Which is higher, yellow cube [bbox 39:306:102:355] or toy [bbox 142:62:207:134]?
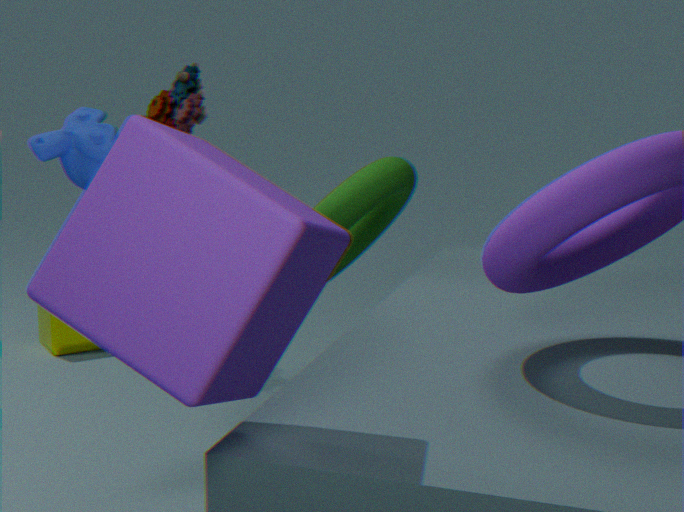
toy [bbox 142:62:207:134]
